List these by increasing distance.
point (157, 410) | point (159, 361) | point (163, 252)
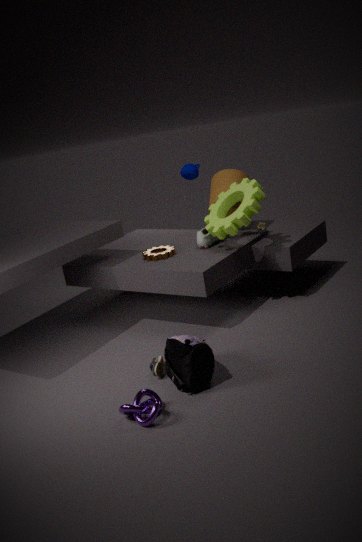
1. point (157, 410)
2. point (159, 361)
3. point (163, 252)
